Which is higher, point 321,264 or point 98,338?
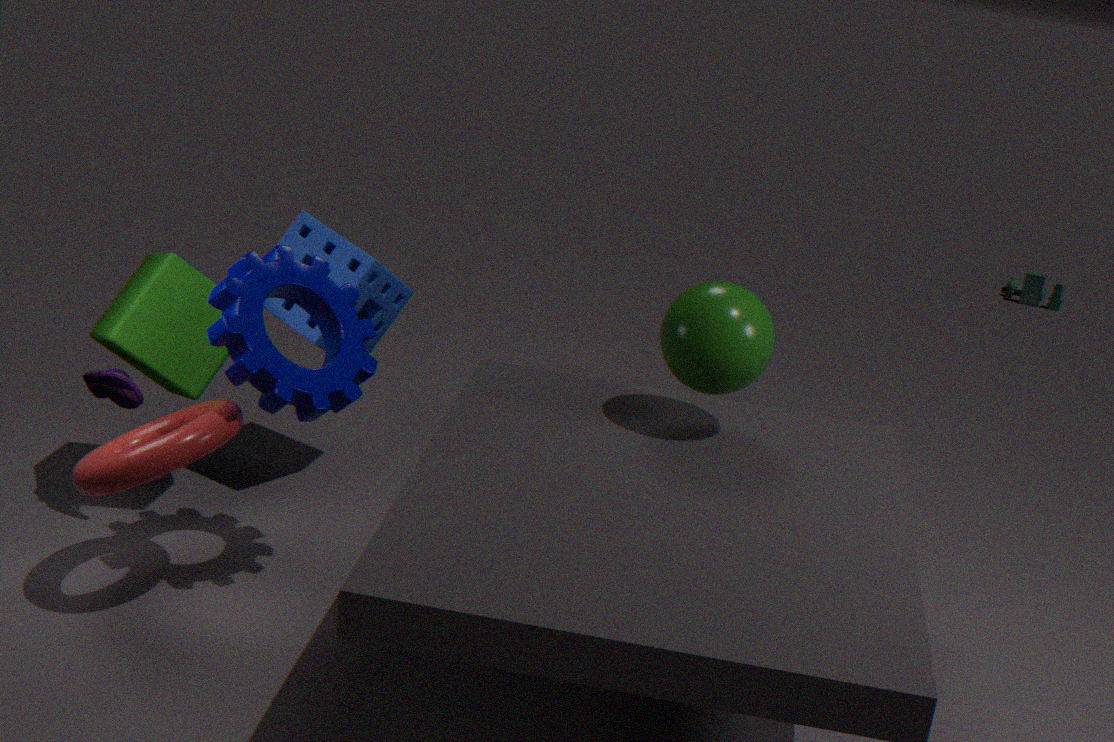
point 321,264
